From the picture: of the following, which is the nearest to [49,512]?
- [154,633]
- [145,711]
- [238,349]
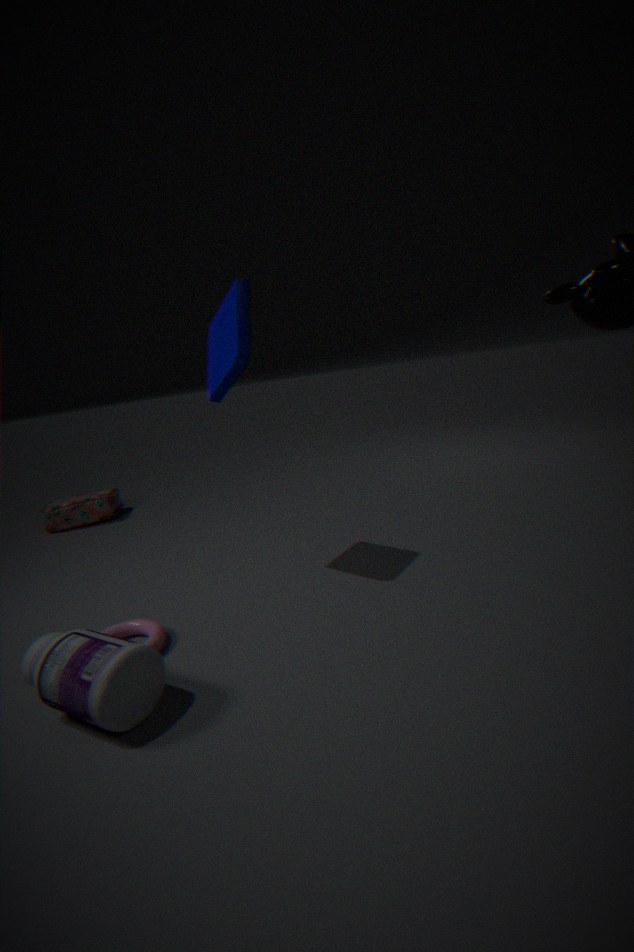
[154,633]
